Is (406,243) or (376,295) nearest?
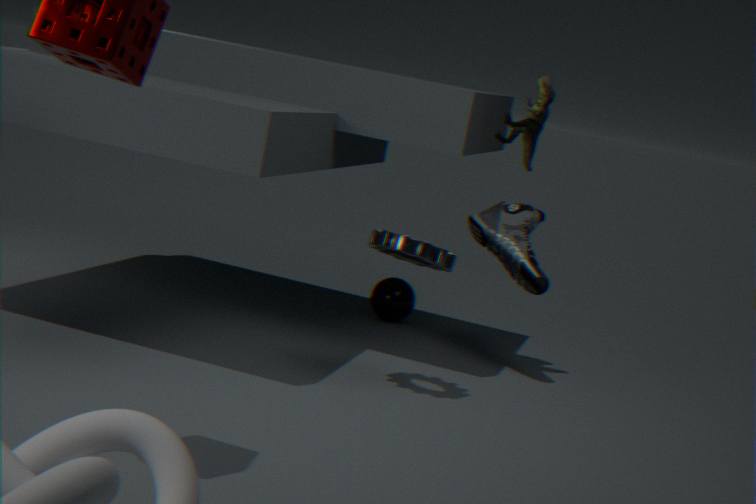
(406,243)
